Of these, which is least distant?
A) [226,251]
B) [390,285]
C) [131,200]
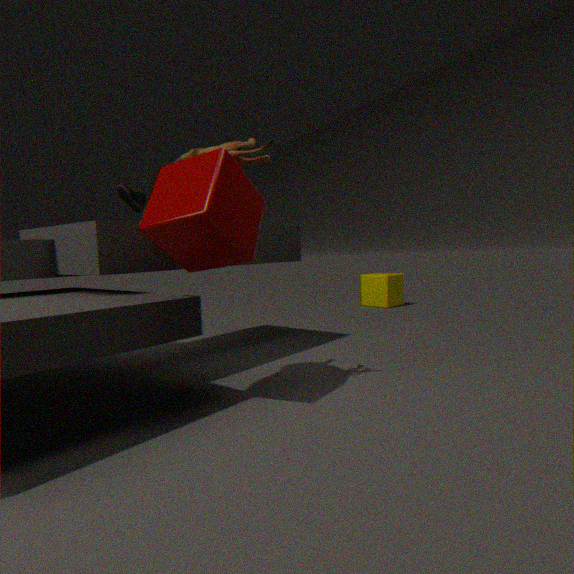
[226,251]
